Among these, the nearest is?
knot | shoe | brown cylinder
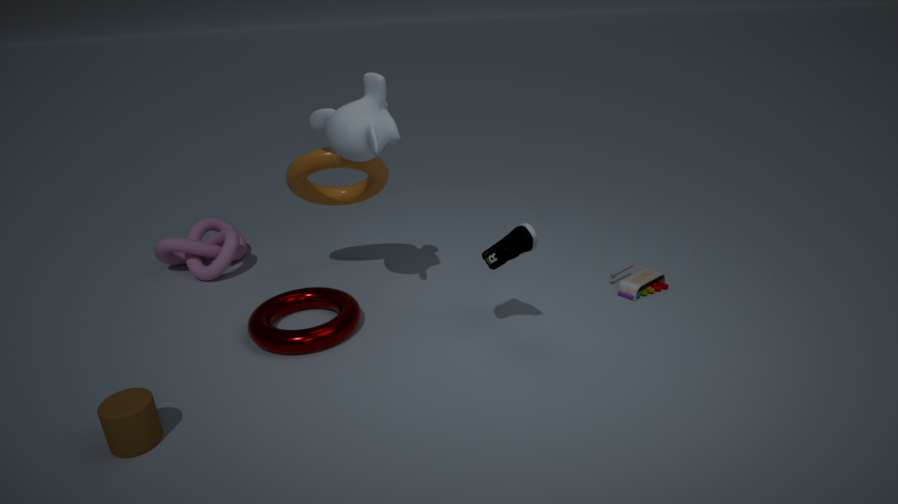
brown cylinder
